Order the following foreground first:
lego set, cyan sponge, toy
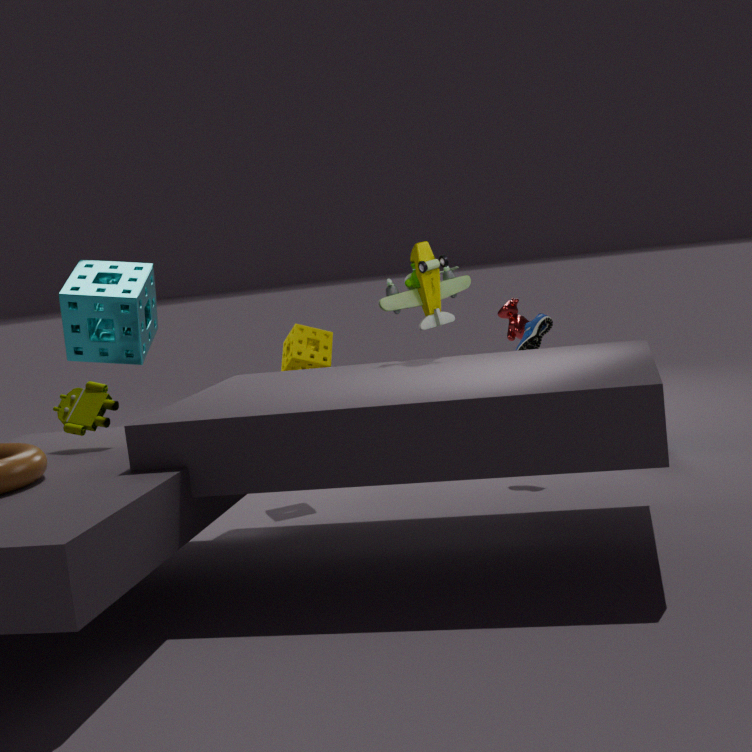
1. lego set
2. toy
3. cyan sponge
